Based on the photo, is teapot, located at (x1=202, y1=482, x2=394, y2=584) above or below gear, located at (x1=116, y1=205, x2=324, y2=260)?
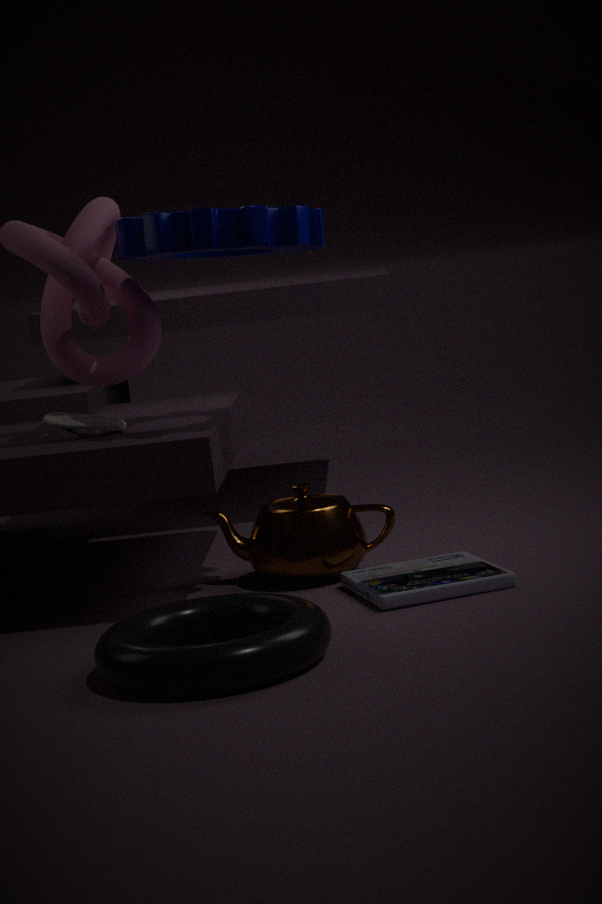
below
